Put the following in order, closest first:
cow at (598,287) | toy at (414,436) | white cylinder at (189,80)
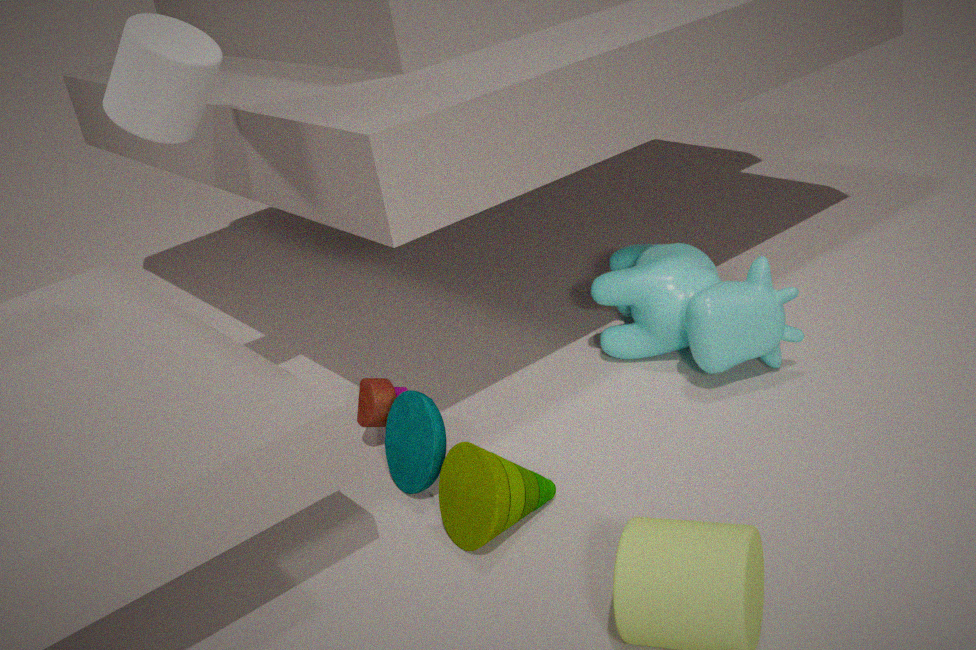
toy at (414,436) → white cylinder at (189,80) → cow at (598,287)
